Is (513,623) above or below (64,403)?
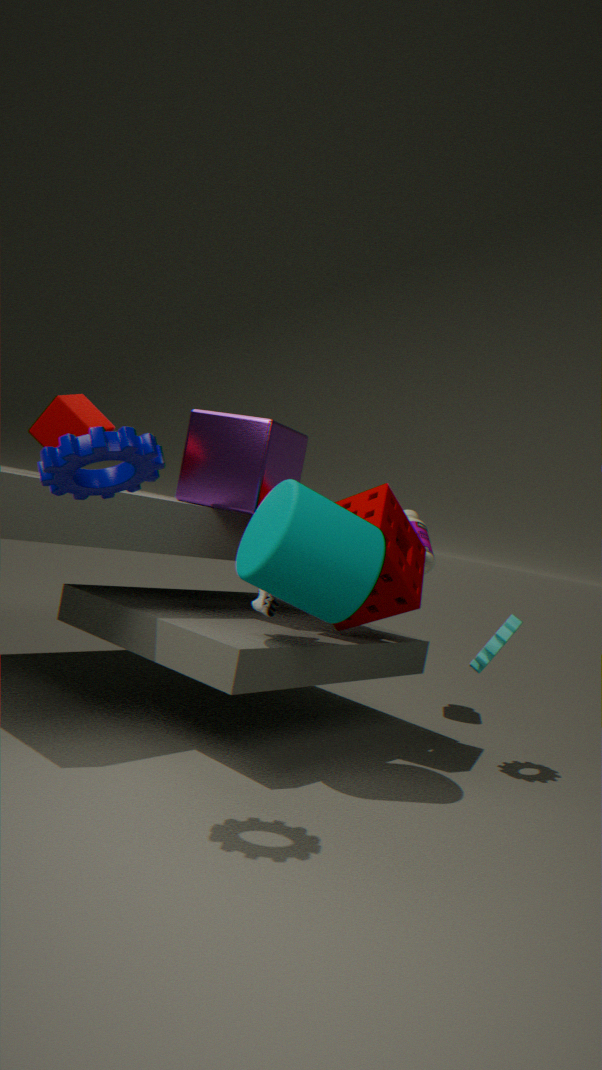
below
